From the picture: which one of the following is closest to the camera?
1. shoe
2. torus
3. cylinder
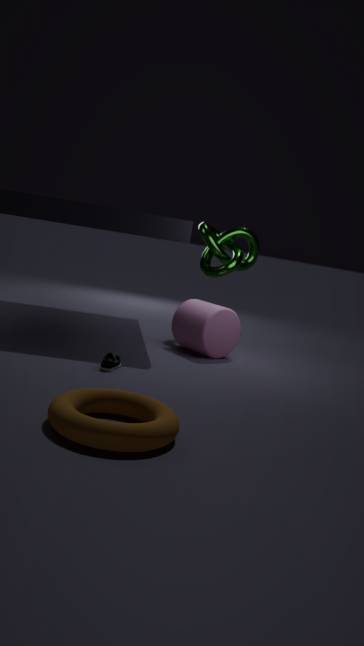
torus
